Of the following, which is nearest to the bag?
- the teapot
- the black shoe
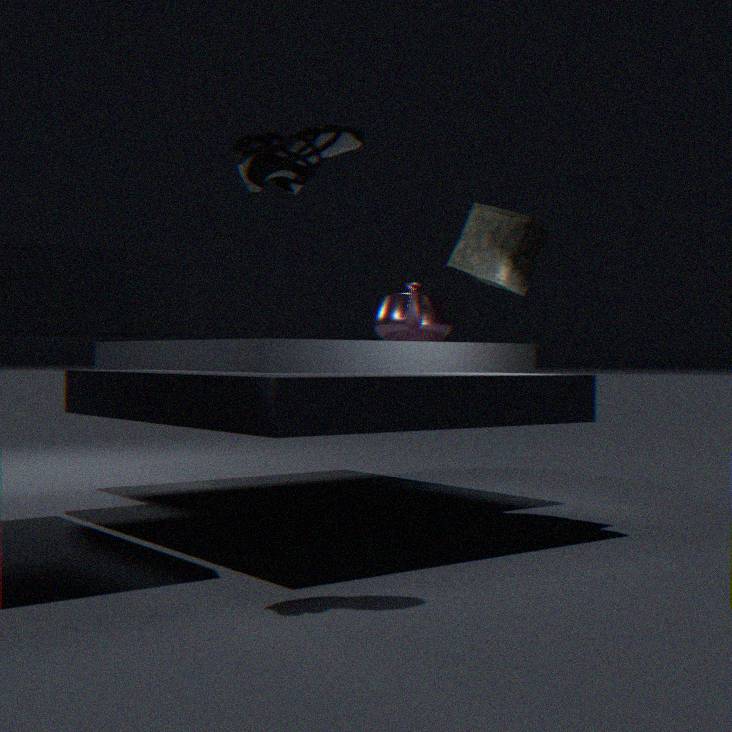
the teapot
